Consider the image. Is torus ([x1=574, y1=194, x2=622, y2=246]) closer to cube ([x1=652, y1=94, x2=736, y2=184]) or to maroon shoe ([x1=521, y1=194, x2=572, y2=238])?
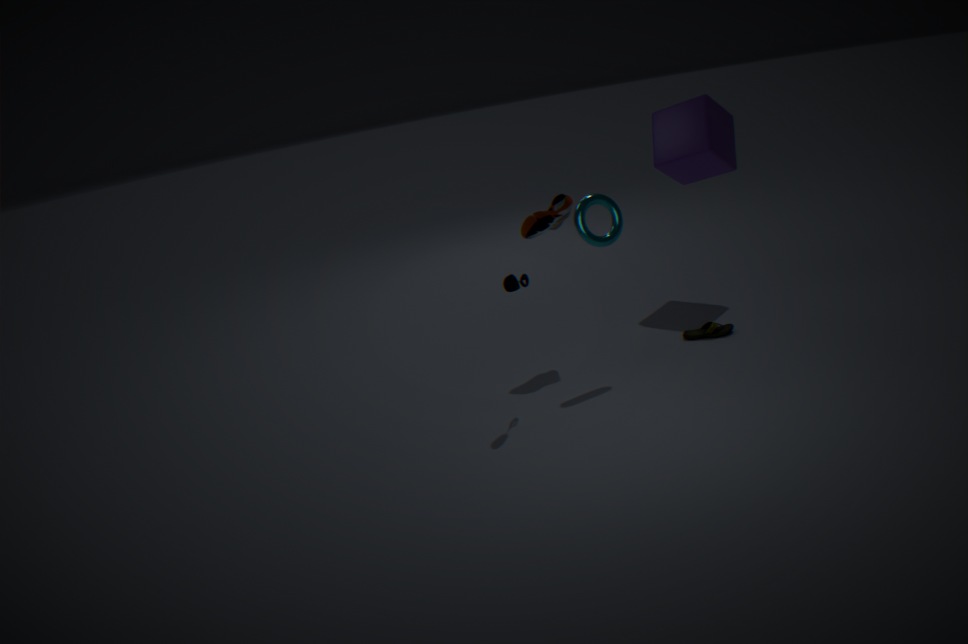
maroon shoe ([x1=521, y1=194, x2=572, y2=238])
